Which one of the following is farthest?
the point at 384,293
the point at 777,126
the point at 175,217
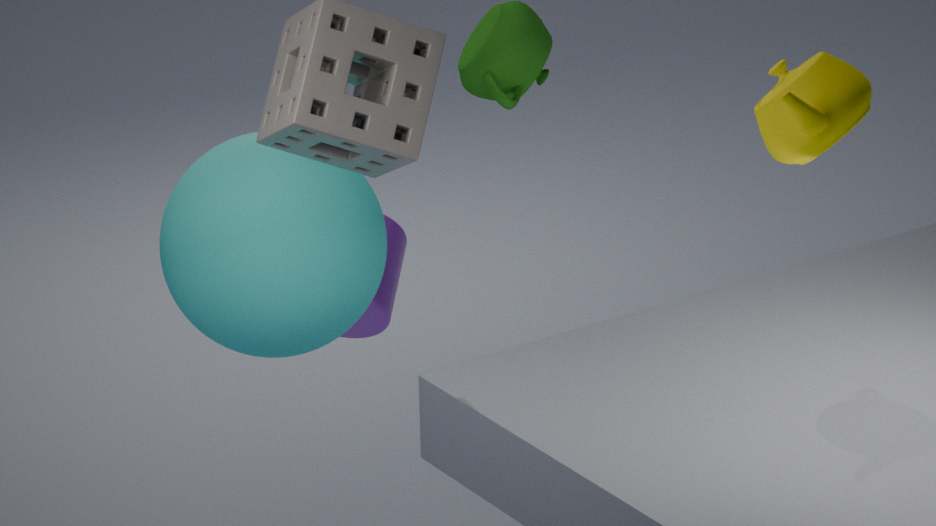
the point at 384,293
